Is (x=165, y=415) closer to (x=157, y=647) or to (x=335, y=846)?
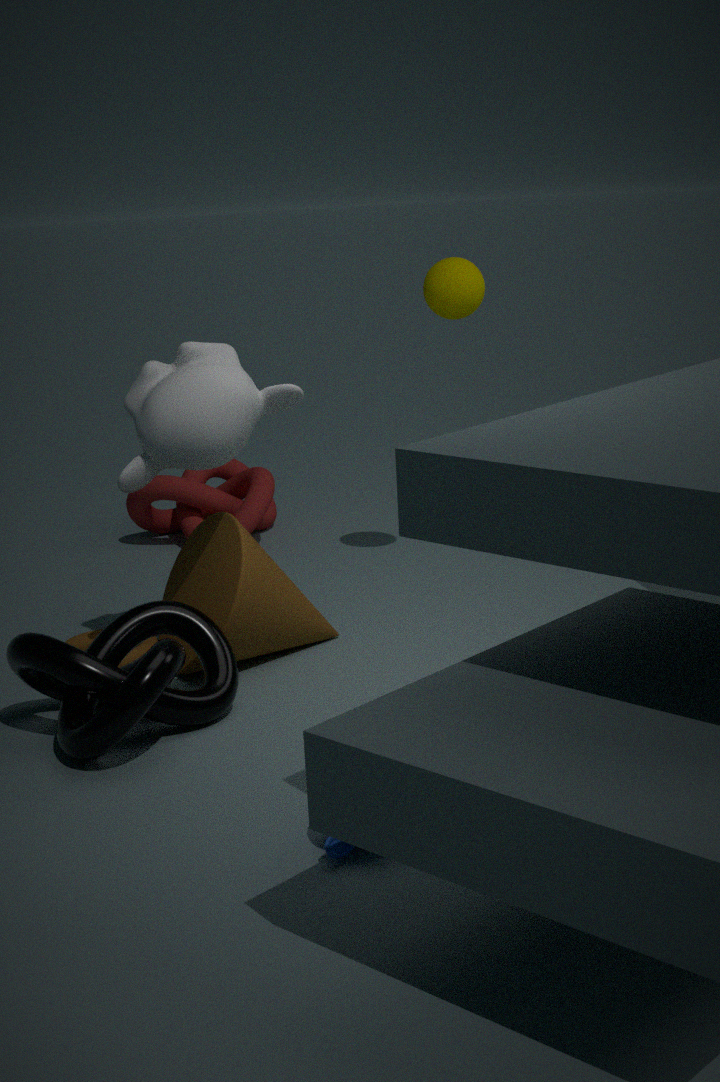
(x=157, y=647)
